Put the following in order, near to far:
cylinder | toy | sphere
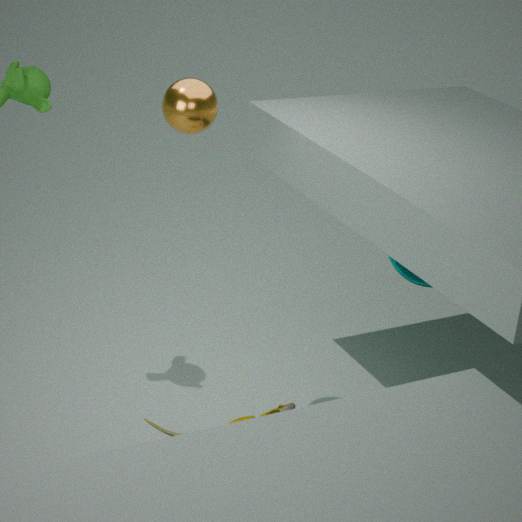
sphere, toy, cylinder
